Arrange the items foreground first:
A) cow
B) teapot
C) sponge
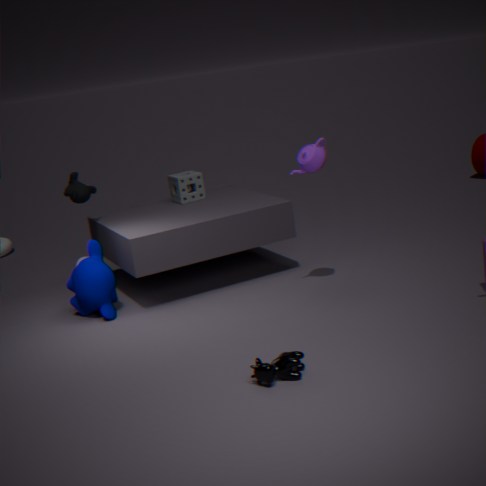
cow, teapot, sponge
